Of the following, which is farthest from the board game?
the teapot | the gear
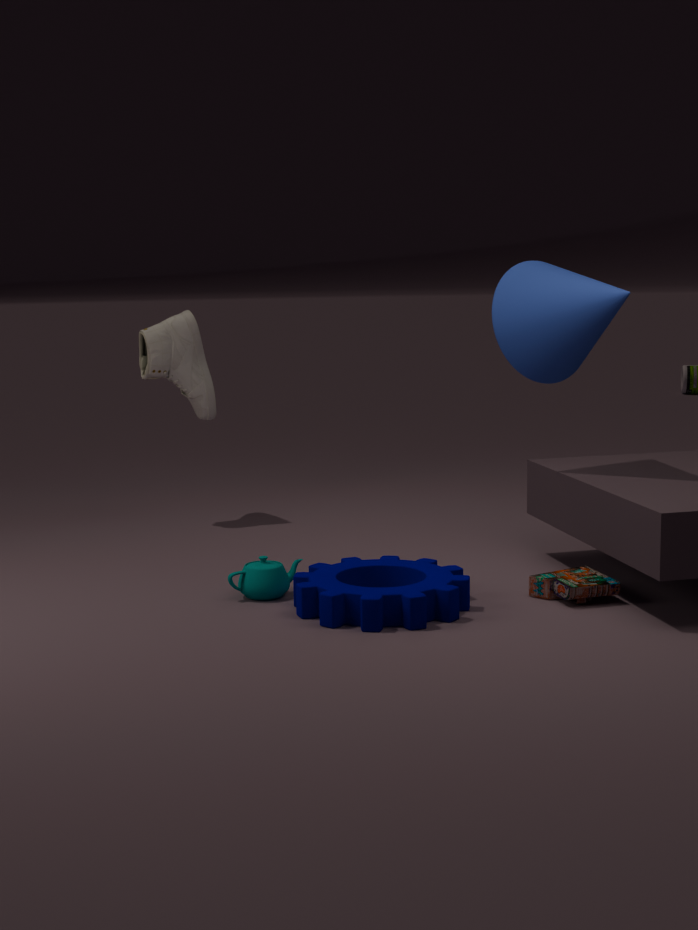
the teapot
